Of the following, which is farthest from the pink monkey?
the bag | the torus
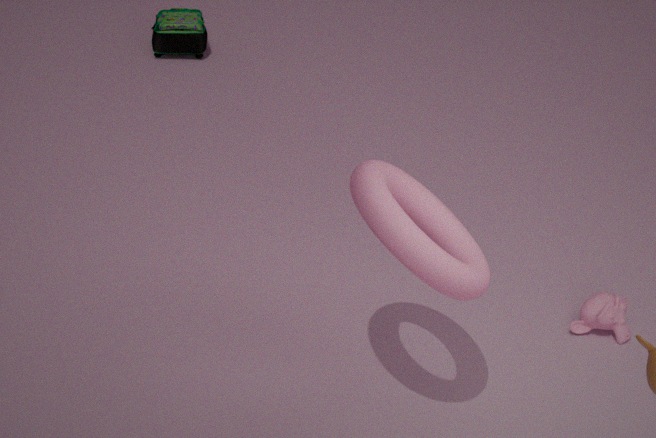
the bag
